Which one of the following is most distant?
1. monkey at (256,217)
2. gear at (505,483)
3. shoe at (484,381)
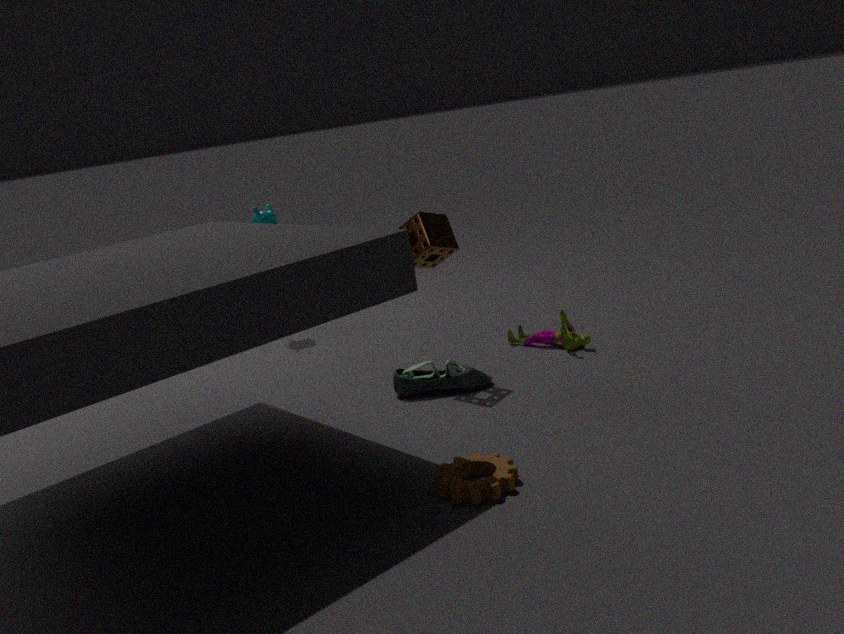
monkey at (256,217)
